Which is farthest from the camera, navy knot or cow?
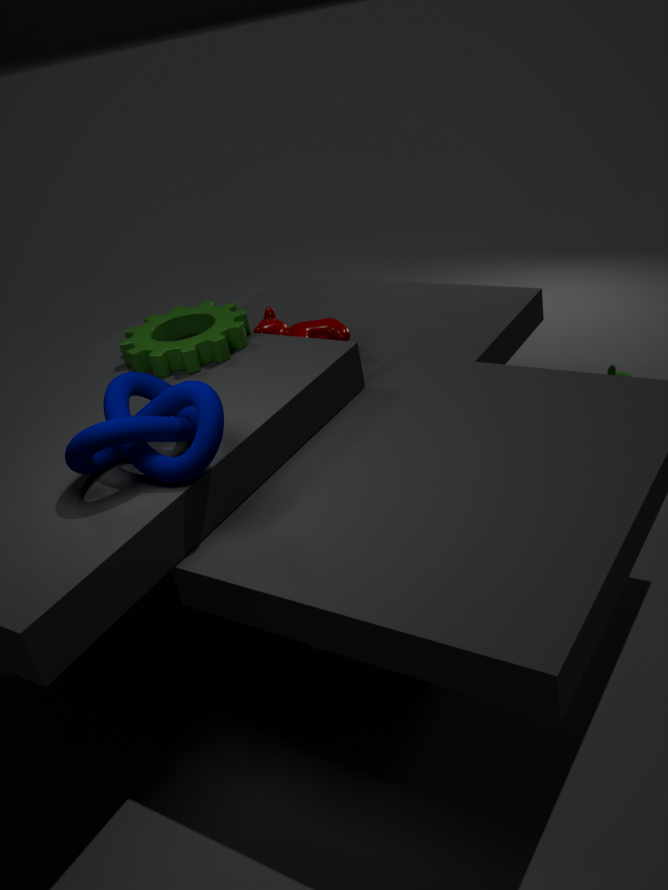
cow
